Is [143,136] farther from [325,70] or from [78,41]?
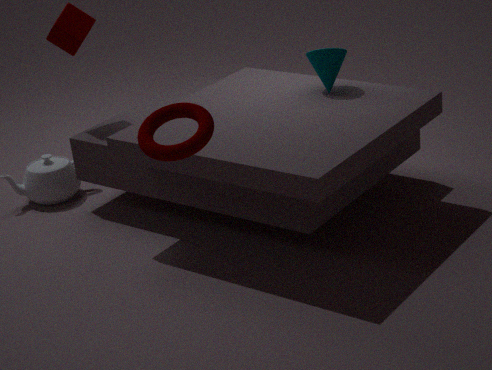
[78,41]
